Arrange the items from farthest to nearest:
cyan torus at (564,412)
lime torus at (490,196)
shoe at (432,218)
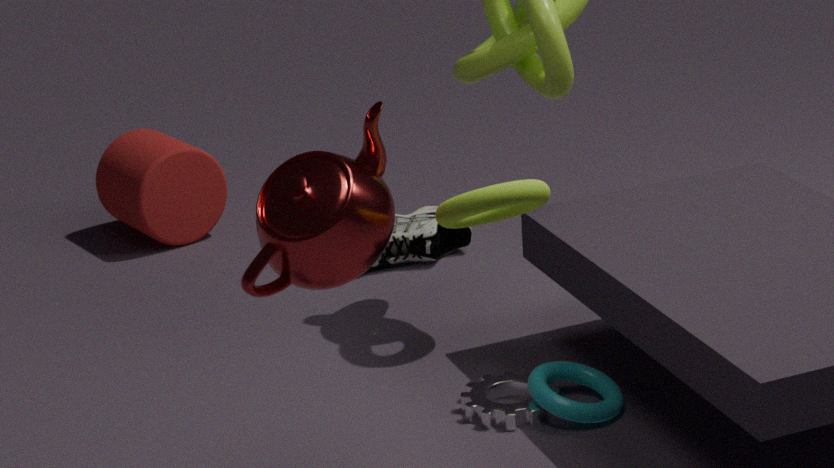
shoe at (432,218) < cyan torus at (564,412) < lime torus at (490,196)
